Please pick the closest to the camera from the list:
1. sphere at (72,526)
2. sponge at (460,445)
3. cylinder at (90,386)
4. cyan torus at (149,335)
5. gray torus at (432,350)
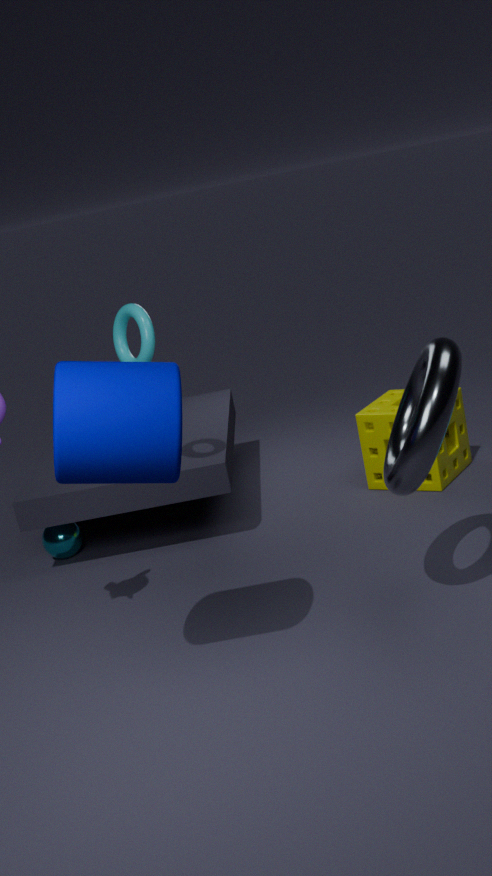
cylinder at (90,386)
